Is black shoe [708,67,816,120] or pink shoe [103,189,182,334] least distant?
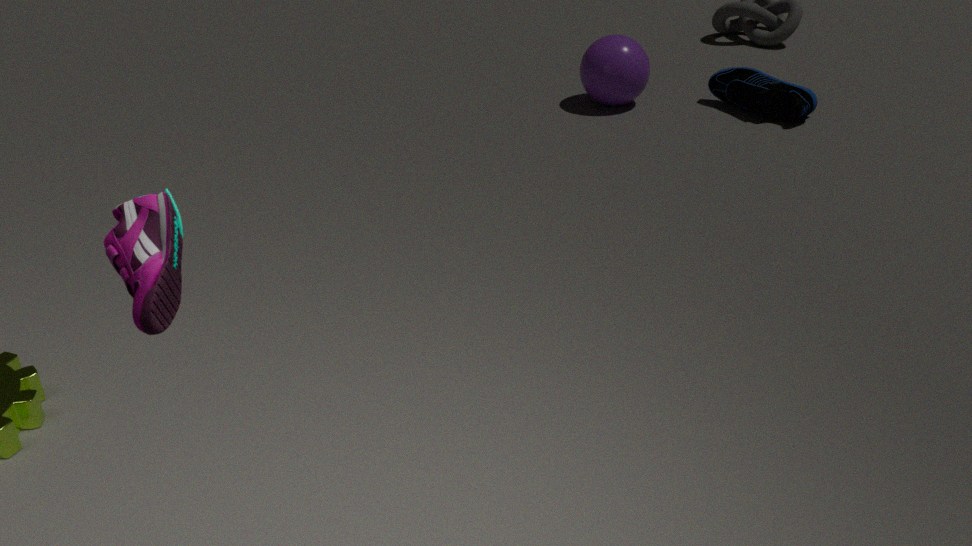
pink shoe [103,189,182,334]
